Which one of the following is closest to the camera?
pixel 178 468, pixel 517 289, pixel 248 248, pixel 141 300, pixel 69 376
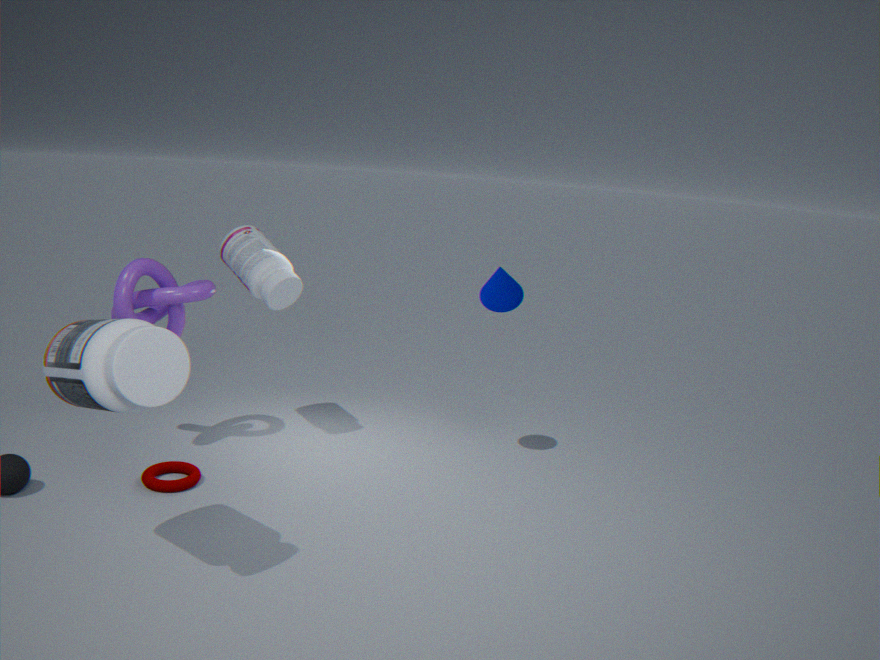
pixel 69 376
